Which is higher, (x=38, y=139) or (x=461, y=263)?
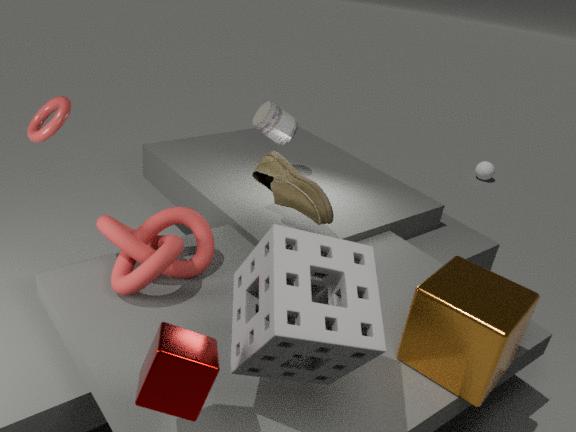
(x=38, y=139)
